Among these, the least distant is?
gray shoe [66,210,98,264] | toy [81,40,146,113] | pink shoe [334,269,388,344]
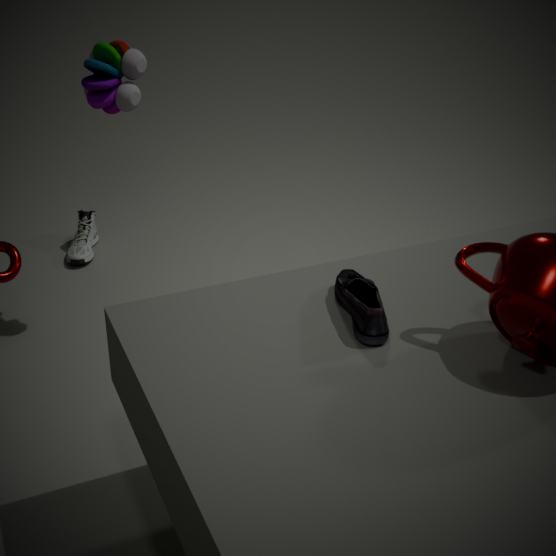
pink shoe [334,269,388,344]
